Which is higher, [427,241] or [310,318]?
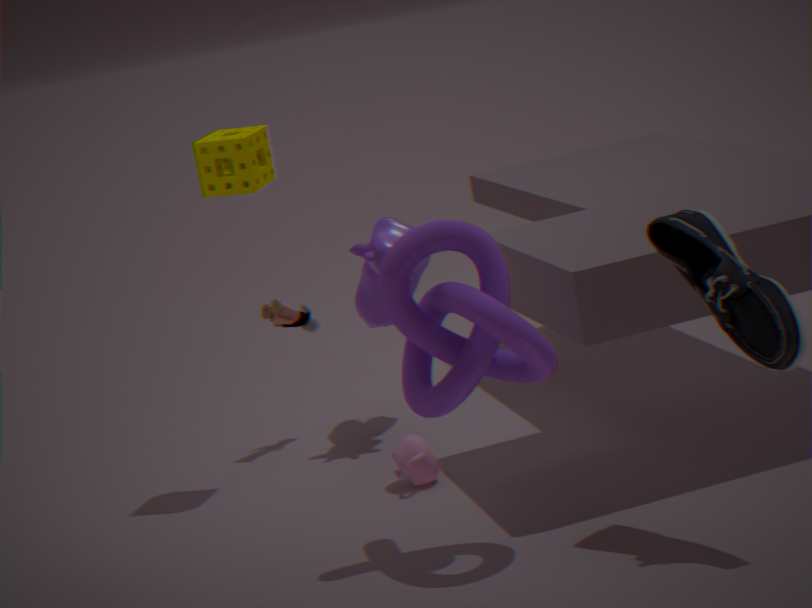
[427,241]
